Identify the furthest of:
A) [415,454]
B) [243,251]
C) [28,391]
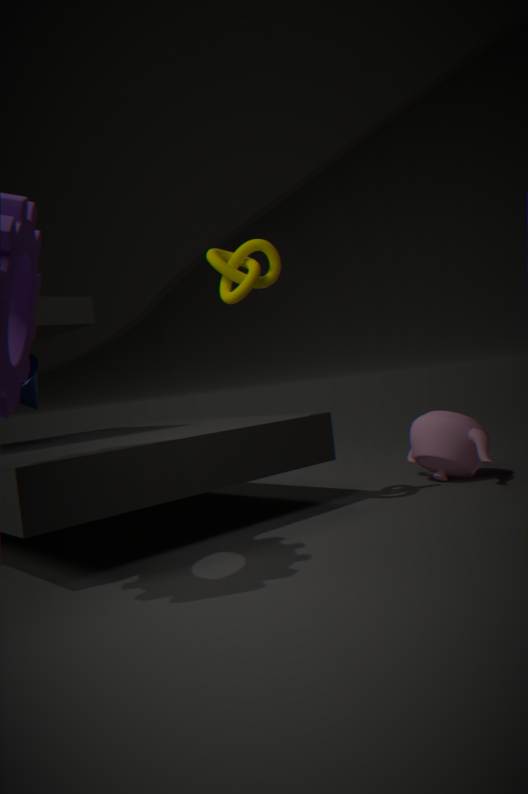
[415,454]
